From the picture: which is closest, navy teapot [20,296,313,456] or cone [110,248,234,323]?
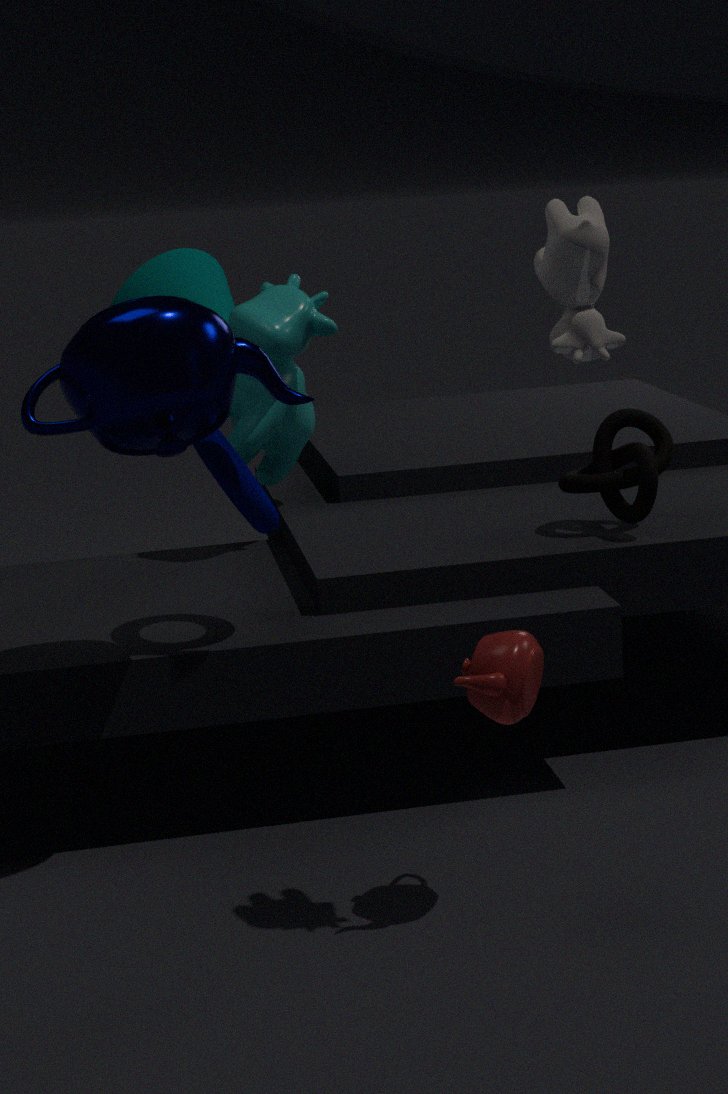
navy teapot [20,296,313,456]
